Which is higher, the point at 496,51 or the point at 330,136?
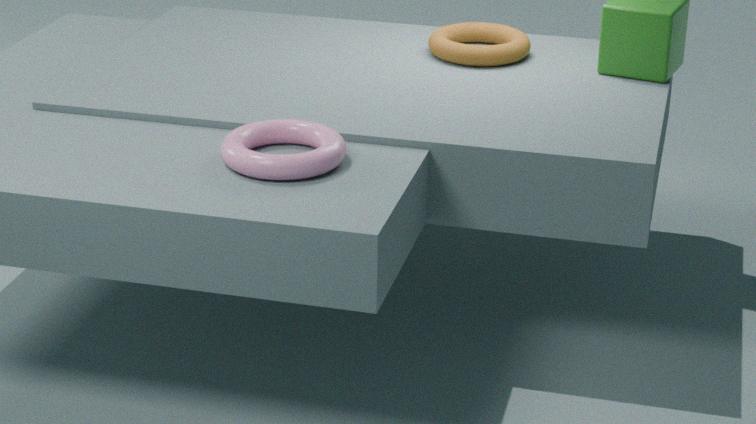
the point at 496,51
